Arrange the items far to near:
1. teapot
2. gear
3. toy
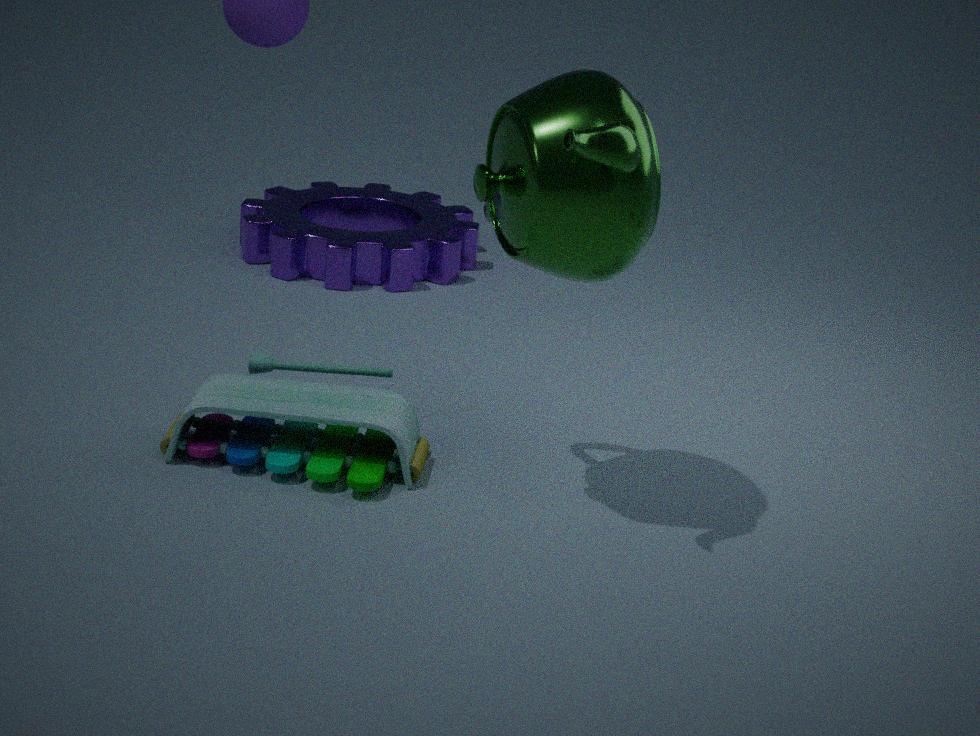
gear, toy, teapot
